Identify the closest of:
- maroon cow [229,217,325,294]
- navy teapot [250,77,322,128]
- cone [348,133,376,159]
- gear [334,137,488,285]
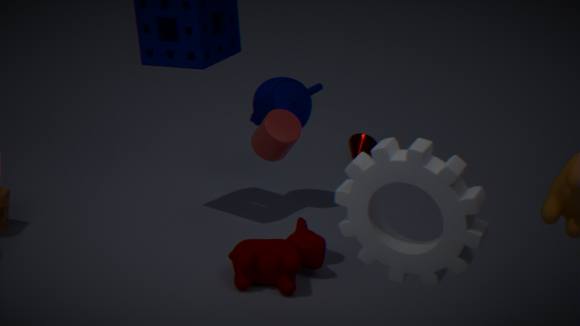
gear [334,137,488,285]
